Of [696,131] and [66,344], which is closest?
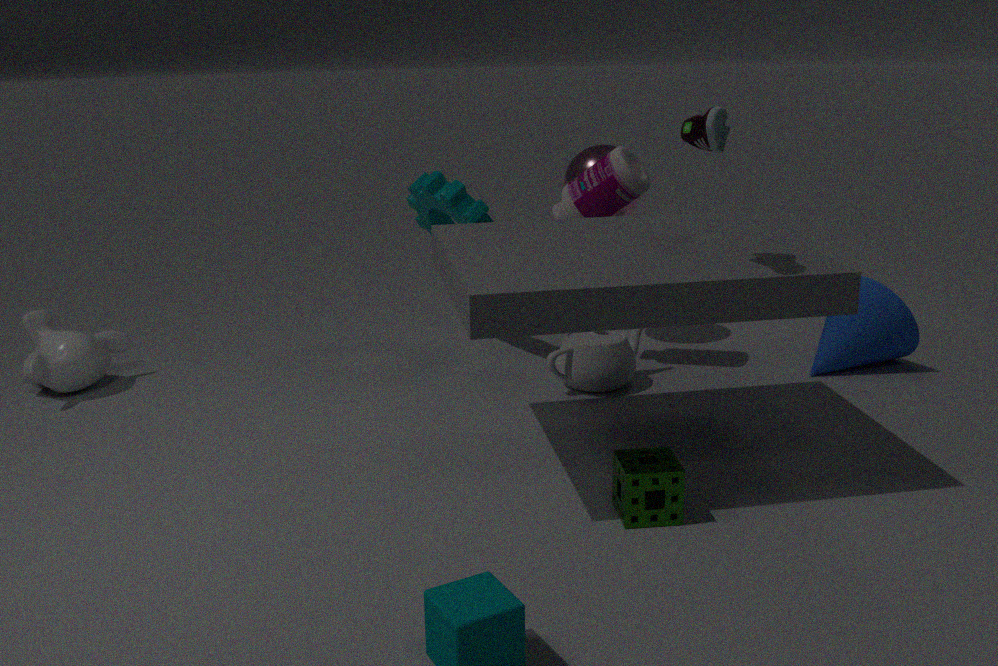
[696,131]
